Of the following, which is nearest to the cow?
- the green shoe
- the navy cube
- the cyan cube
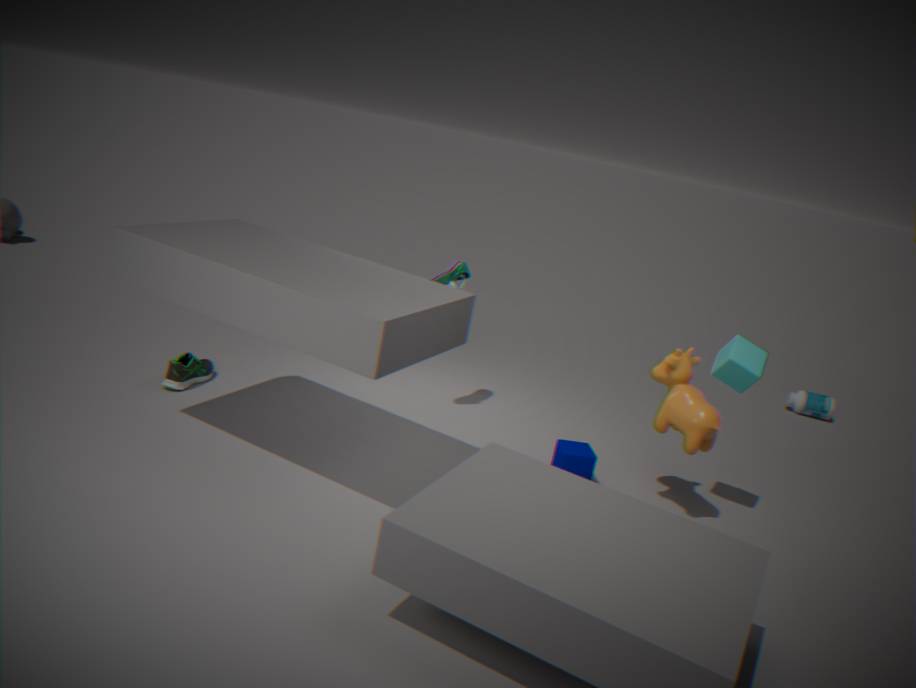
the cyan cube
